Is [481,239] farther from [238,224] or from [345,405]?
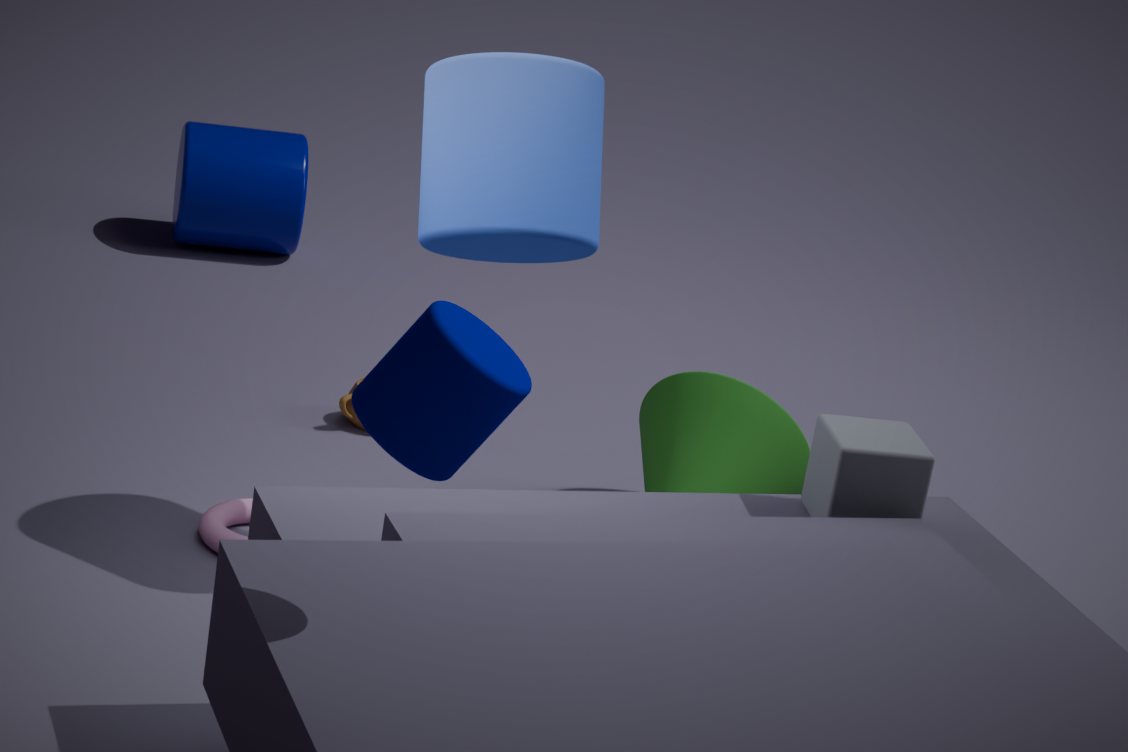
[238,224]
